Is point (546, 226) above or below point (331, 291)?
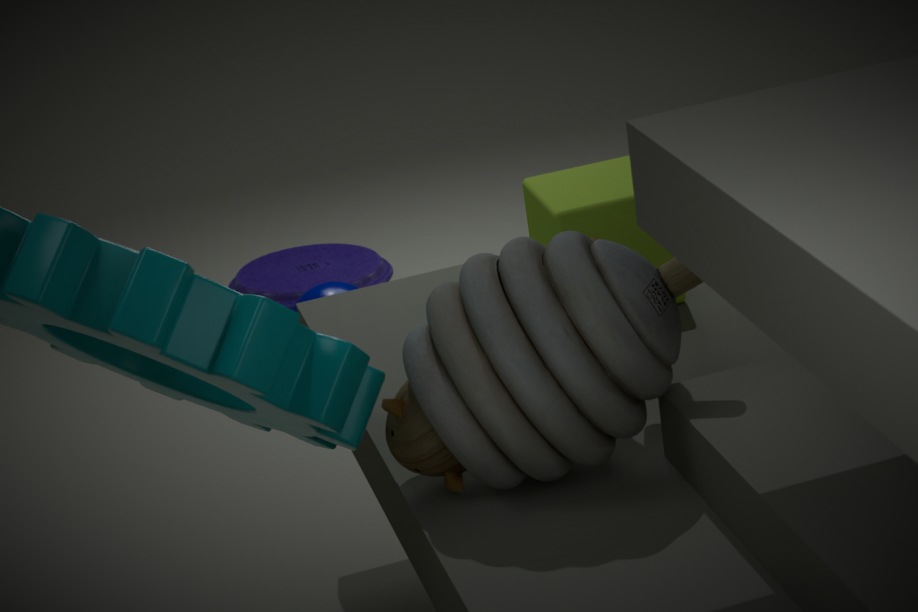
above
